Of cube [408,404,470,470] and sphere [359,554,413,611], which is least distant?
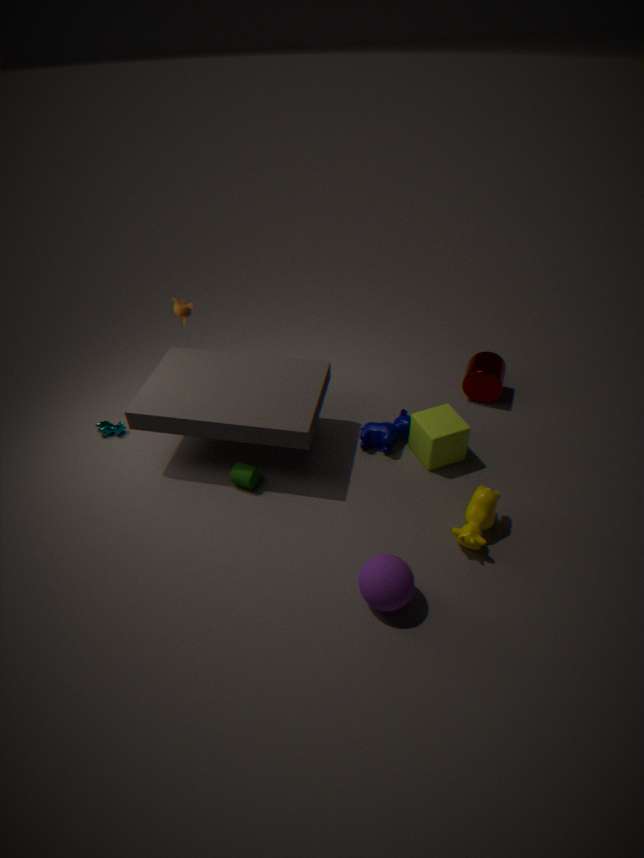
sphere [359,554,413,611]
